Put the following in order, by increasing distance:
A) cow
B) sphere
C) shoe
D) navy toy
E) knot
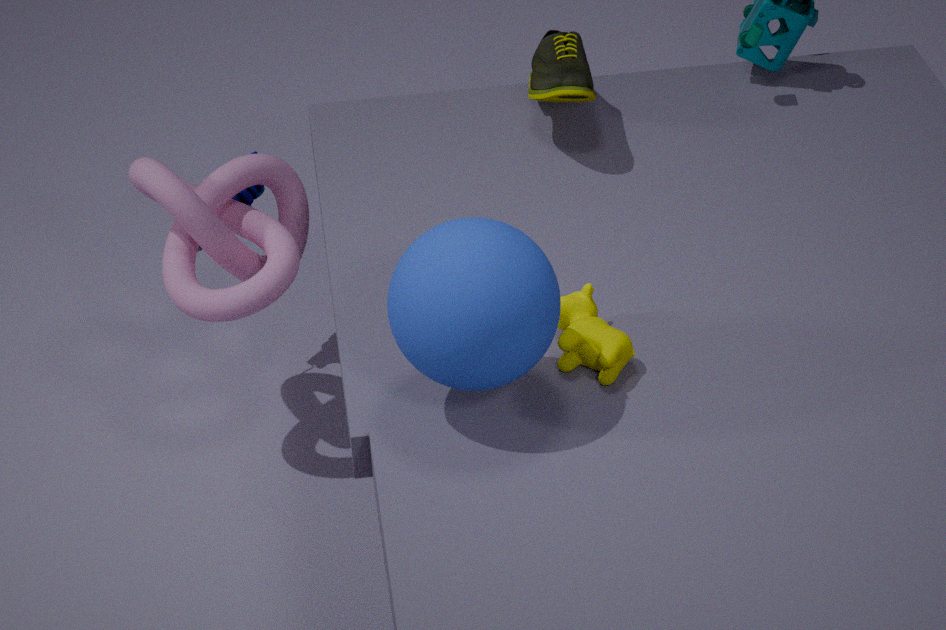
sphere, cow, knot, shoe, navy toy
